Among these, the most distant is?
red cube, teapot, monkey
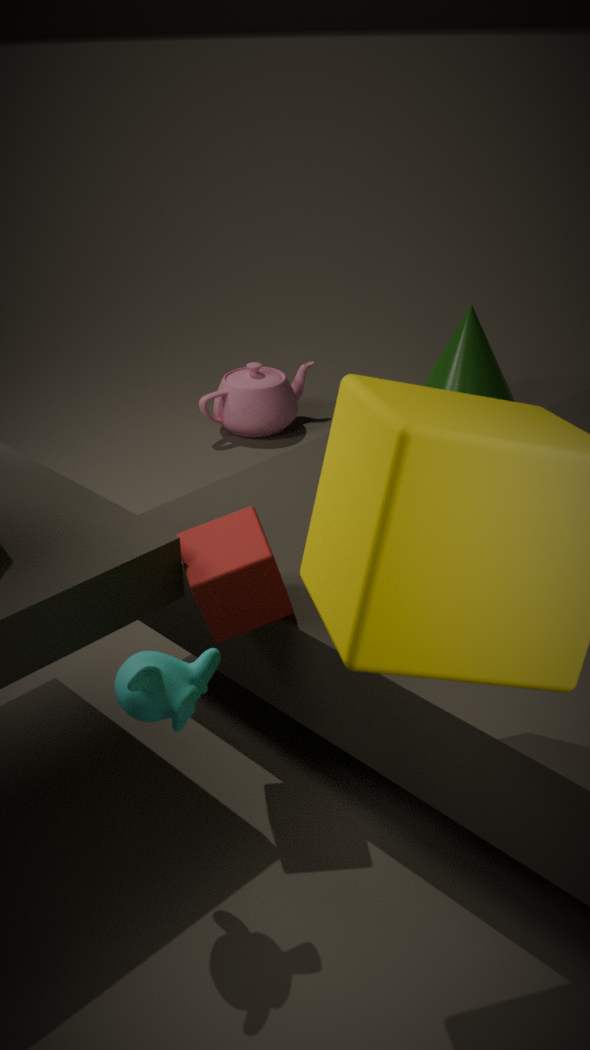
teapot
